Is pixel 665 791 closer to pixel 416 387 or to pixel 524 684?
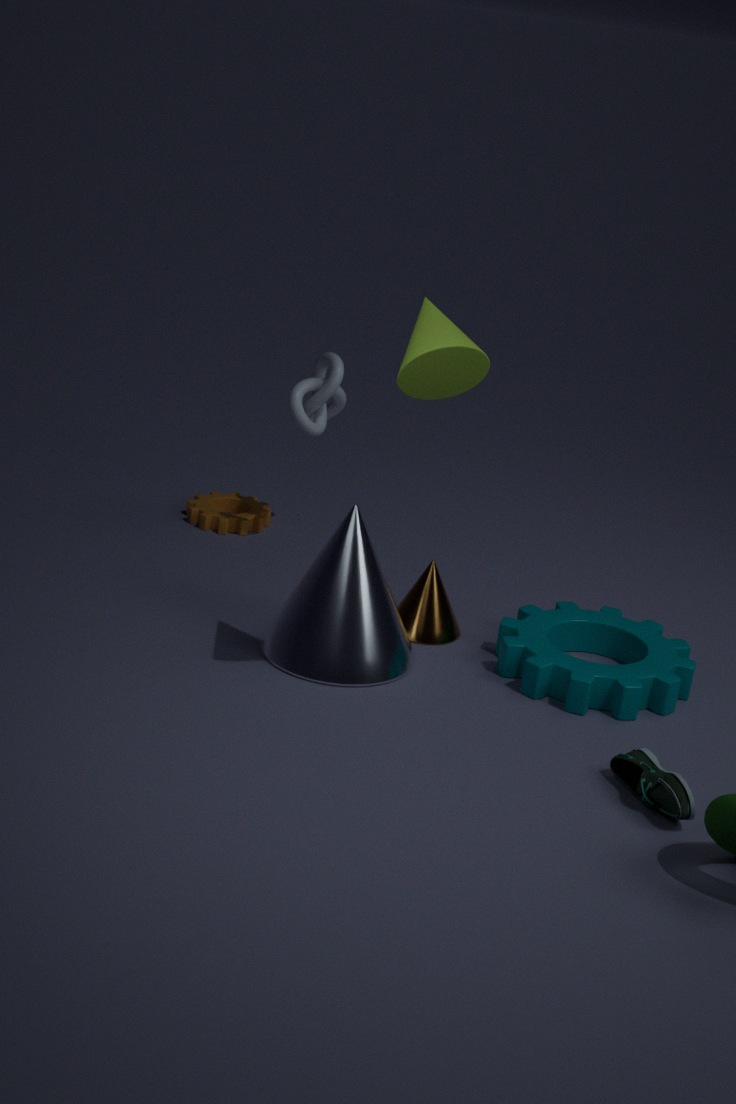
pixel 524 684
